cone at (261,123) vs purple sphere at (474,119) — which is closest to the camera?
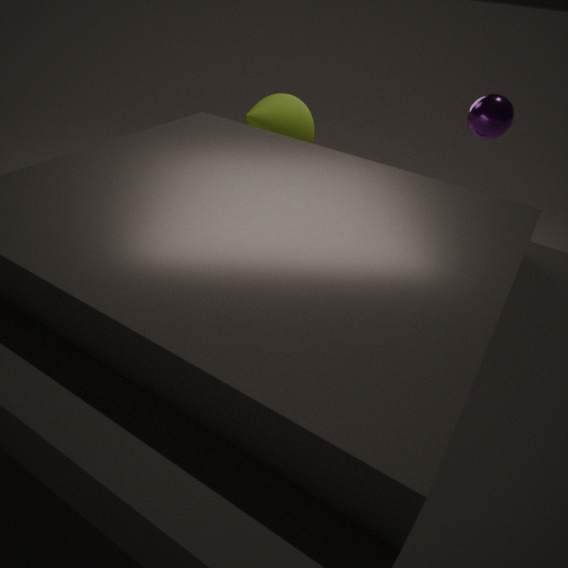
purple sphere at (474,119)
